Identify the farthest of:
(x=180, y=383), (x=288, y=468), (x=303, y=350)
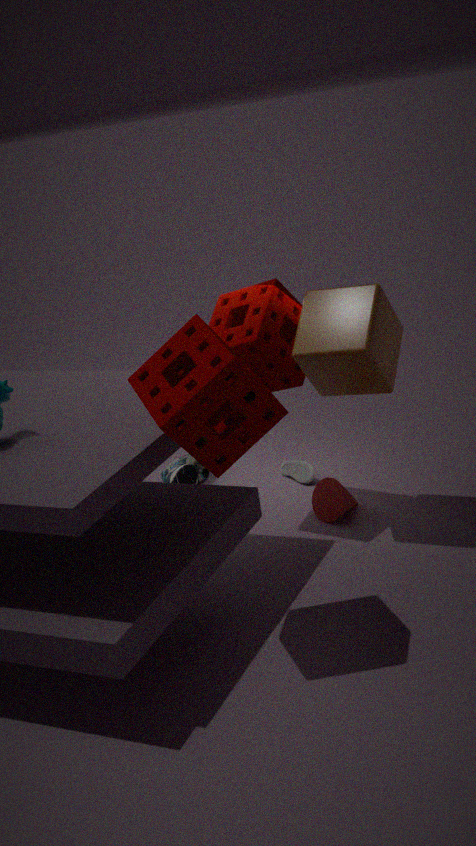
(x=288, y=468)
